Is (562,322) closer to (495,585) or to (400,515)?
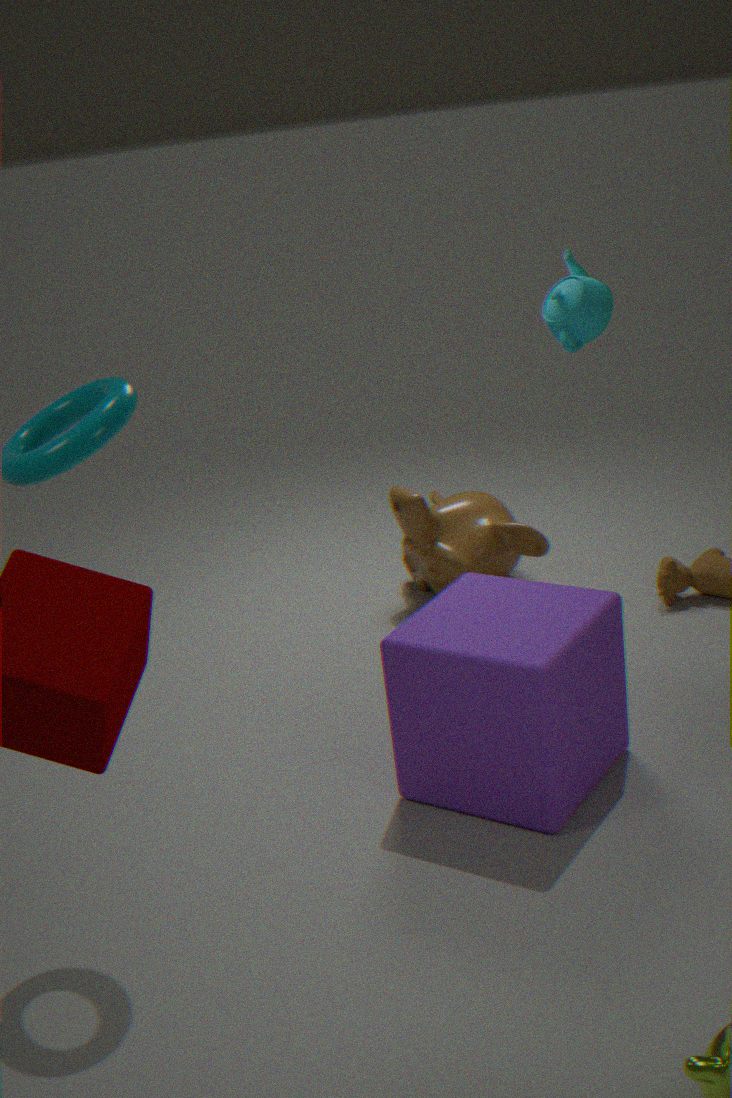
(400,515)
